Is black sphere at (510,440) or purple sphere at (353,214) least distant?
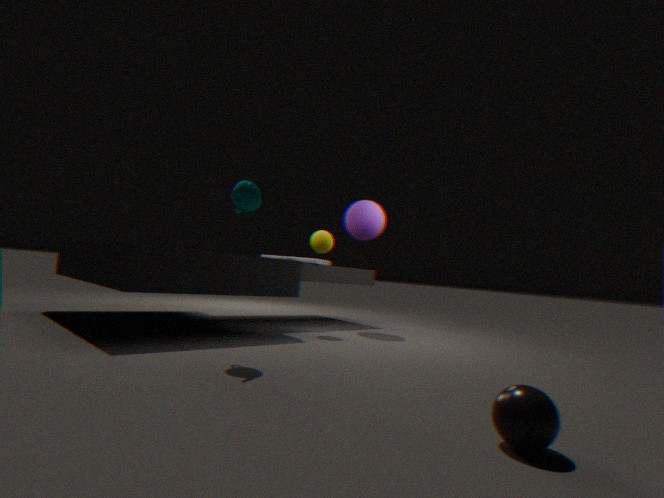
black sphere at (510,440)
